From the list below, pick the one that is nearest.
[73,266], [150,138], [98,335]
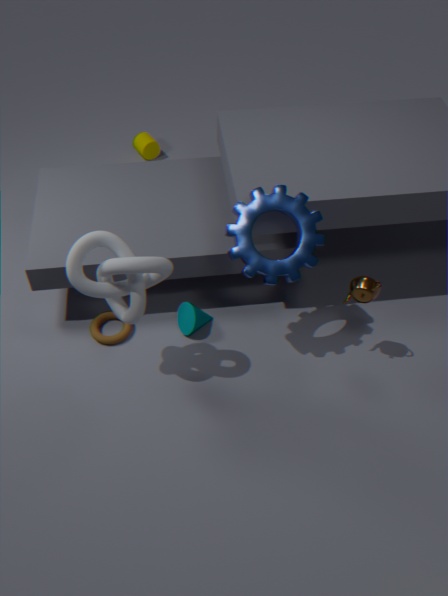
[73,266]
